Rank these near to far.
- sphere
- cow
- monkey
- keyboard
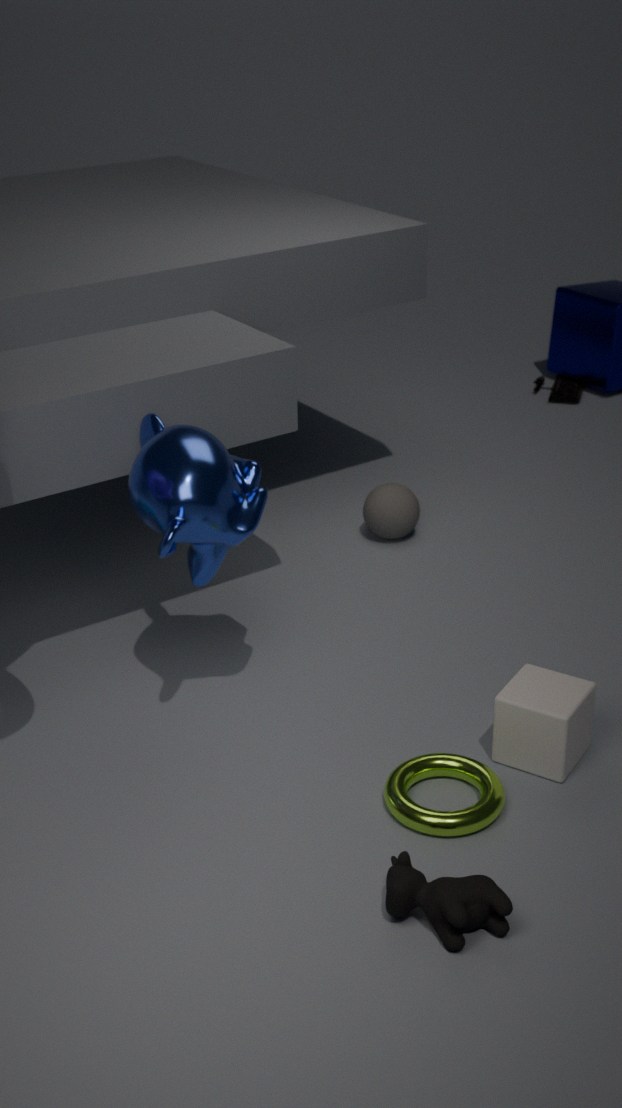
cow < monkey < sphere < keyboard
